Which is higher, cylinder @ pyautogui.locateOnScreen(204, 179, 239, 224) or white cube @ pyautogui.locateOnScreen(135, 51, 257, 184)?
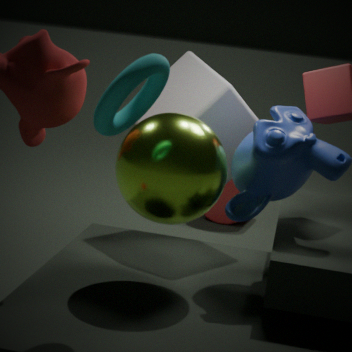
white cube @ pyautogui.locateOnScreen(135, 51, 257, 184)
